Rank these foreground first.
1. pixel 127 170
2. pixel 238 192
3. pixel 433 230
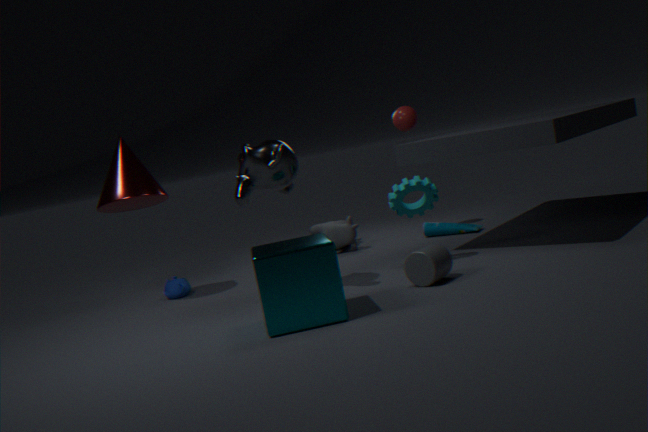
pixel 238 192, pixel 127 170, pixel 433 230
